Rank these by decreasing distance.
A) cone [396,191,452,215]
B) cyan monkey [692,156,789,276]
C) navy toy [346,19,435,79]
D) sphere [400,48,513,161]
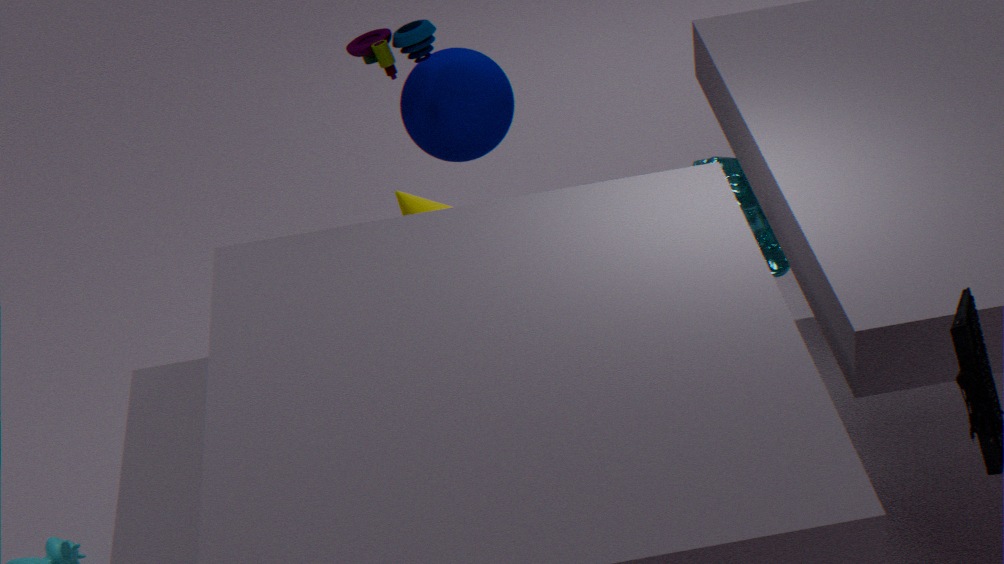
sphere [400,48,513,161] < cyan monkey [692,156,789,276] < navy toy [346,19,435,79] < cone [396,191,452,215]
